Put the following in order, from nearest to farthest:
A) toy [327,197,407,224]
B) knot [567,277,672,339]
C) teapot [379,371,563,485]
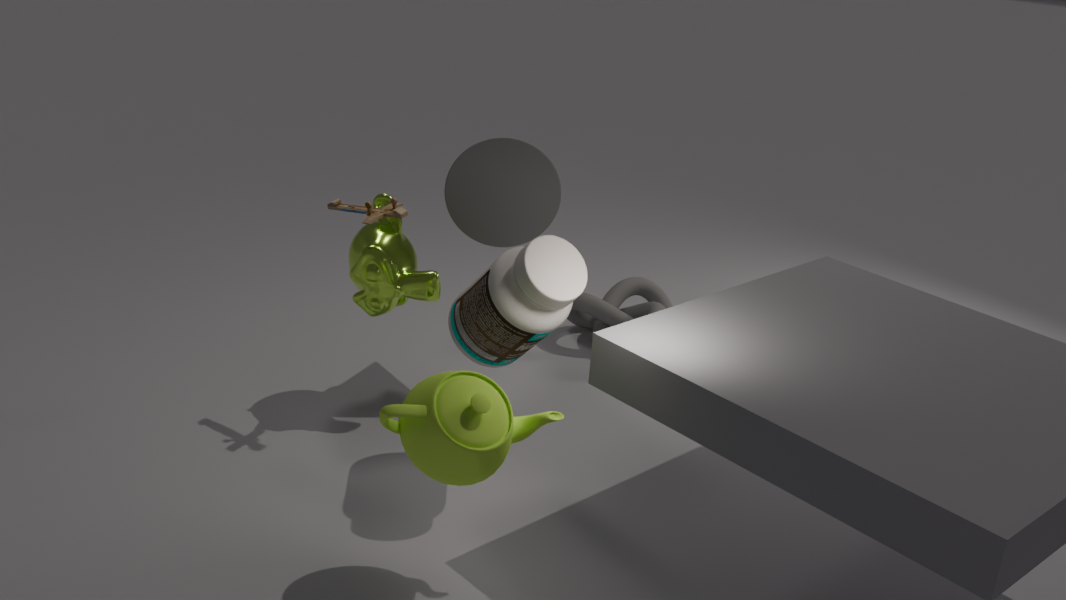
teapot [379,371,563,485], toy [327,197,407,224], knot [567,277,672,339]
